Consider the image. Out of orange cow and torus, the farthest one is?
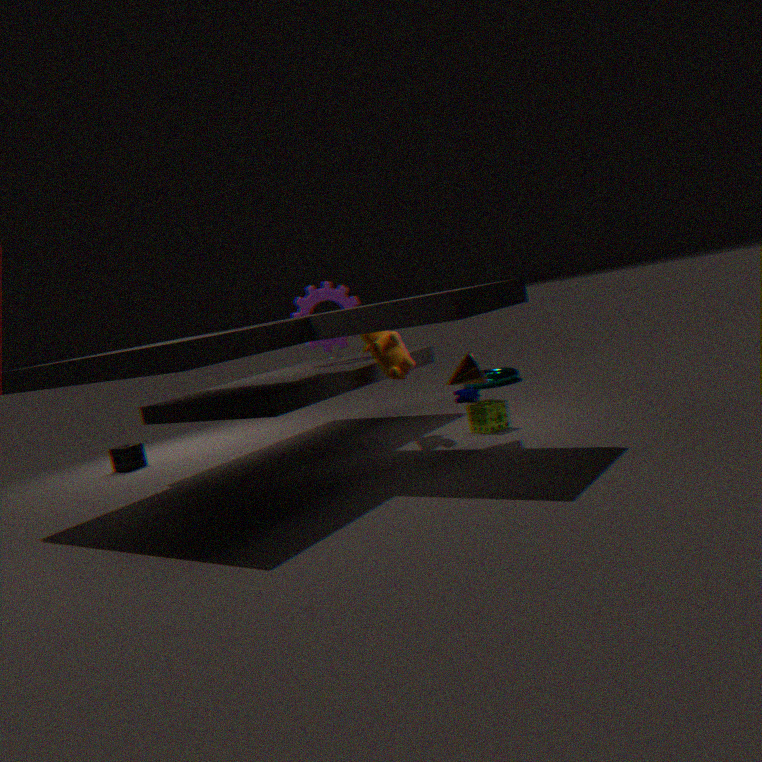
torus
